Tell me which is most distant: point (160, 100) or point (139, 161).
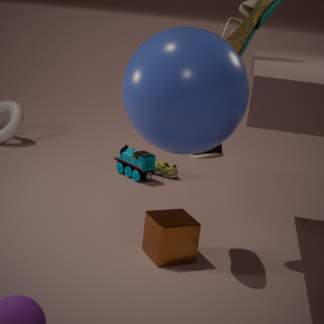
point (139, 161)
